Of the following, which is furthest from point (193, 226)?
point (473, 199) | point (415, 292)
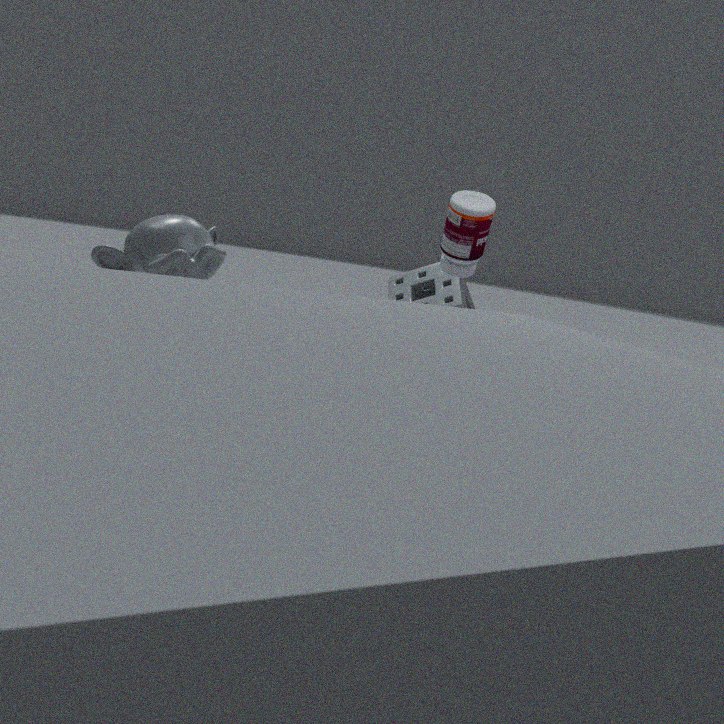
point (415, 292)
